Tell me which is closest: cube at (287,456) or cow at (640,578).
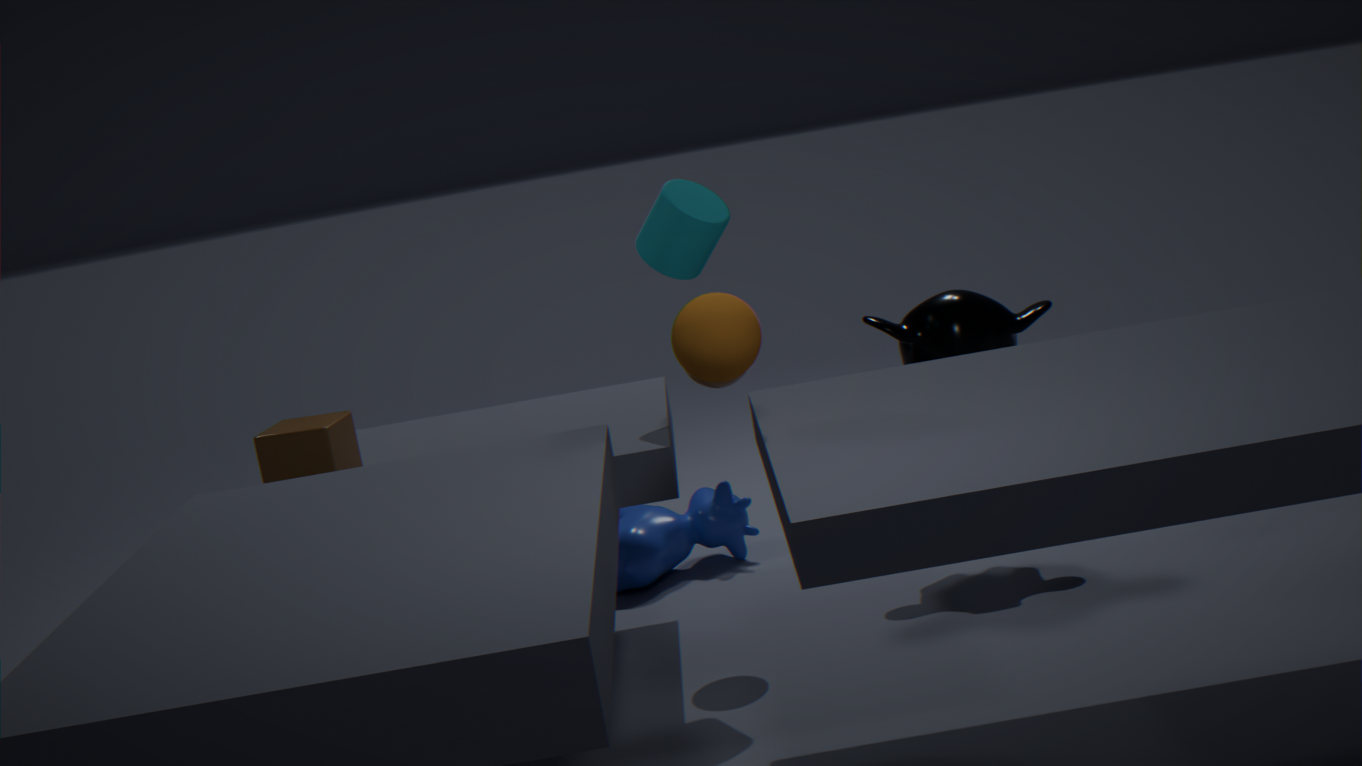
cube at (287,456)
